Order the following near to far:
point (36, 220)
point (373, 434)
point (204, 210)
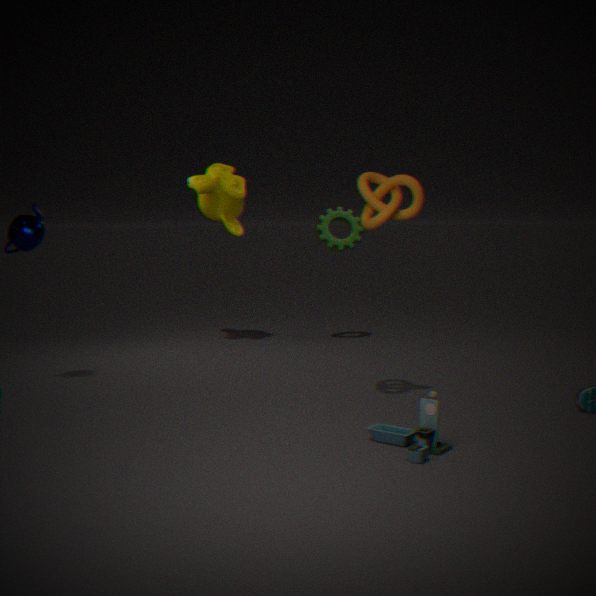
point (373, 434), point (36, 220), point (204, 210)
